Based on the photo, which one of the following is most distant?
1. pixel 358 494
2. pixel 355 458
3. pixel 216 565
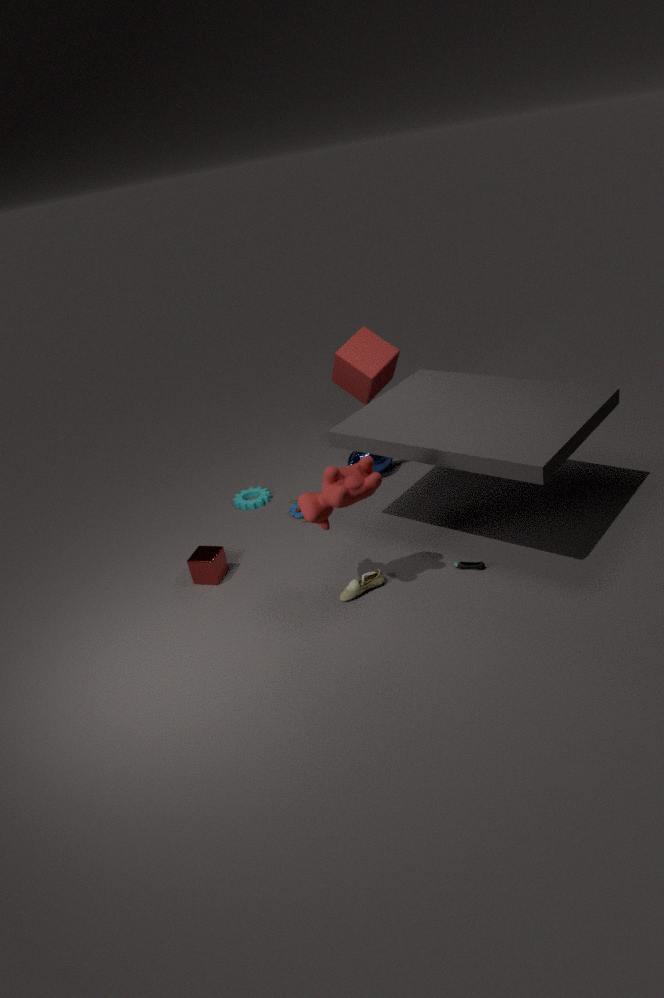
pixel 355 458
